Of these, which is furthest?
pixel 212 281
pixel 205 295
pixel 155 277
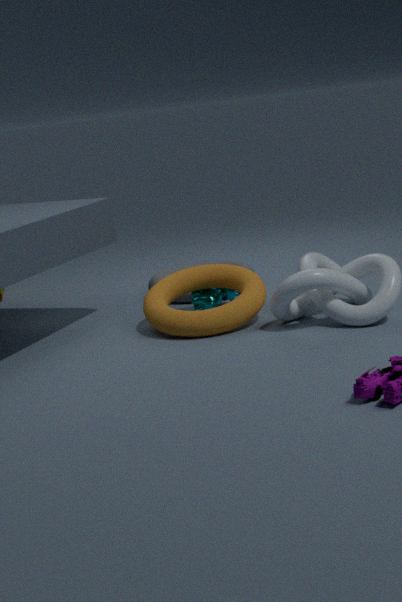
pixel 155 277
